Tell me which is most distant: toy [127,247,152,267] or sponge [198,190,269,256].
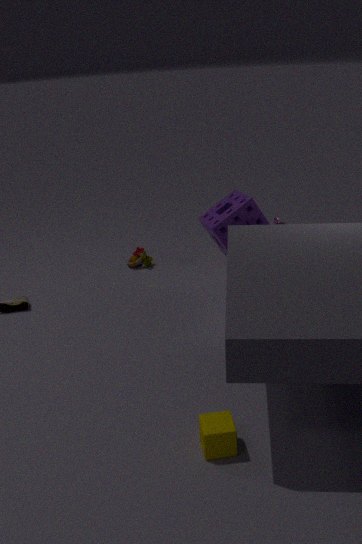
toy [127,247,152,267]
